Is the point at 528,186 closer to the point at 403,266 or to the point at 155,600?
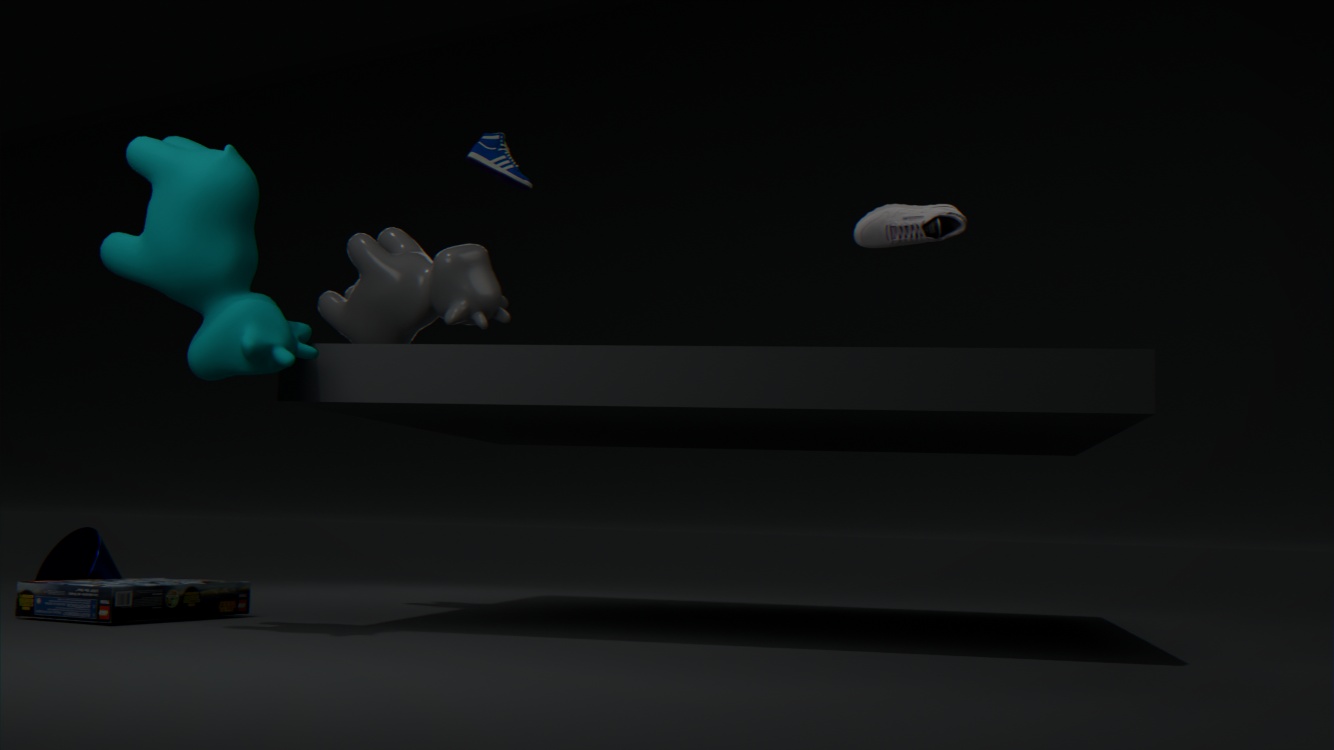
the point at 403,266
